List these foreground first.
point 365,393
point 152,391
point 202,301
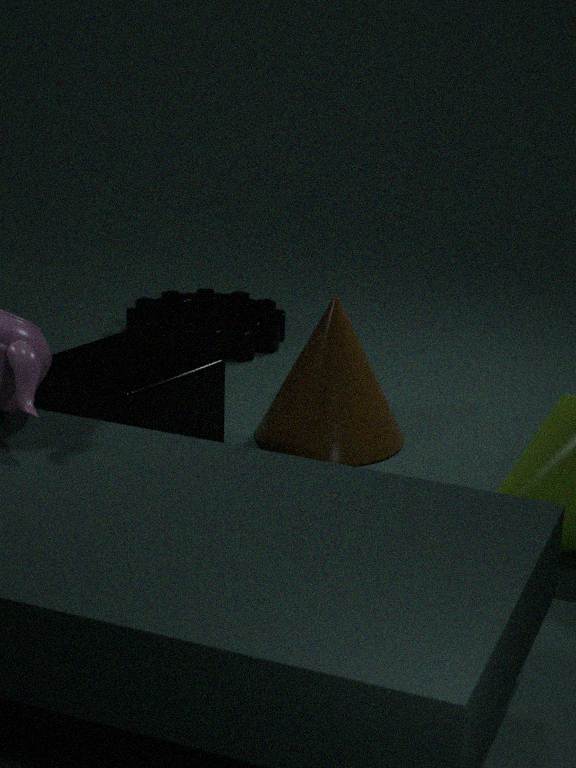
point 152,391, point 365,393, point 202,301
